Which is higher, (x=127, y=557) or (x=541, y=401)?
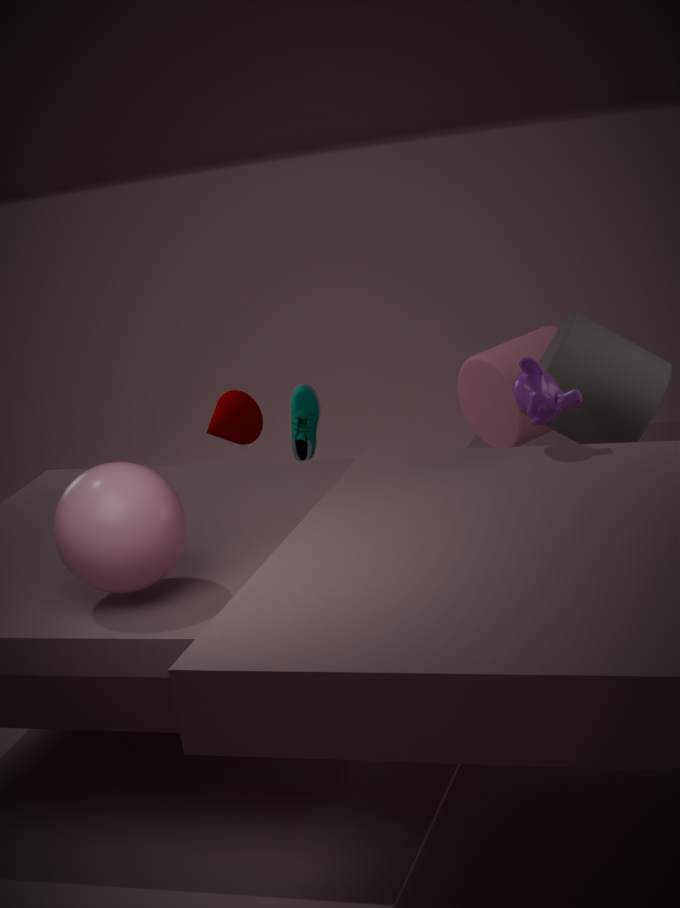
(x=541, y=401)
